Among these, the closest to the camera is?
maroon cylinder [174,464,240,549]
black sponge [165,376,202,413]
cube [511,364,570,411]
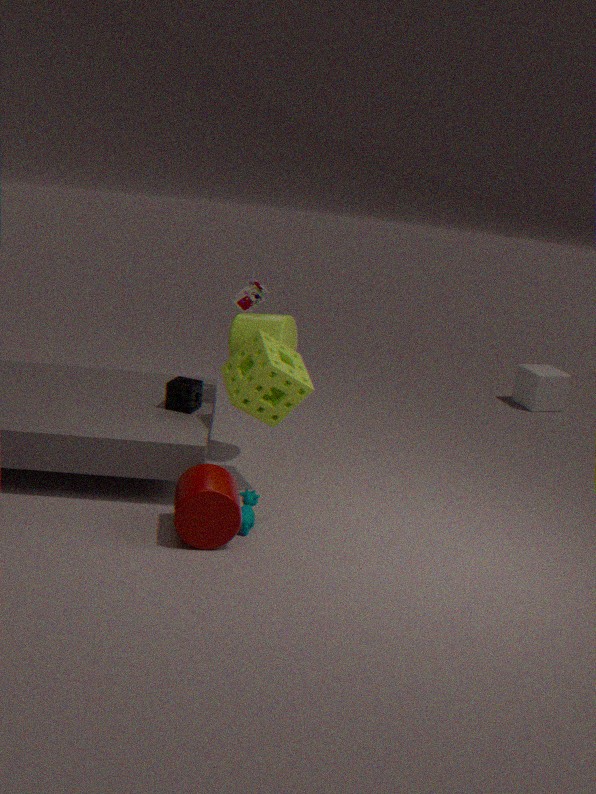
maroon cylinder [174,464,240,549]
